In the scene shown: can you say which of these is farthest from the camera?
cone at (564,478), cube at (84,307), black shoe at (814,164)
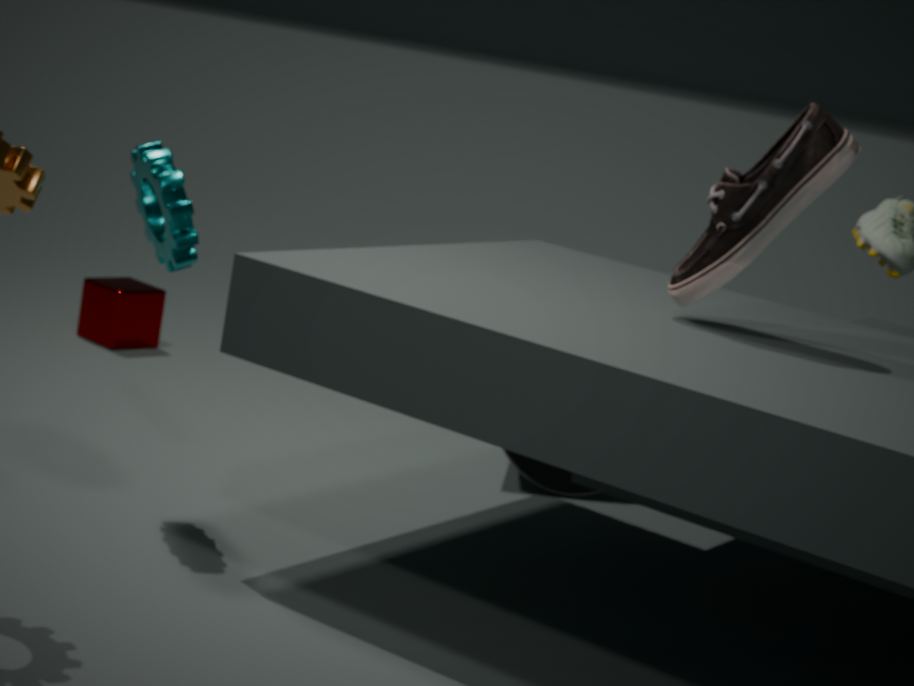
cube at (84,307)
